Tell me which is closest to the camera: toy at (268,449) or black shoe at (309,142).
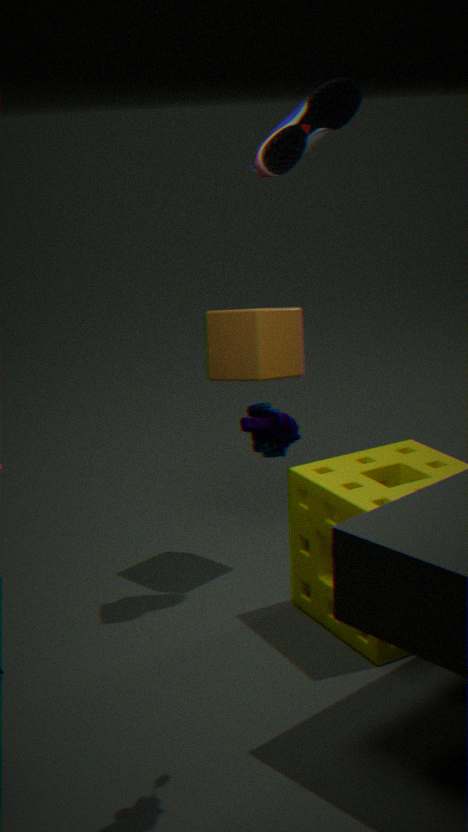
toy at (268,449)
